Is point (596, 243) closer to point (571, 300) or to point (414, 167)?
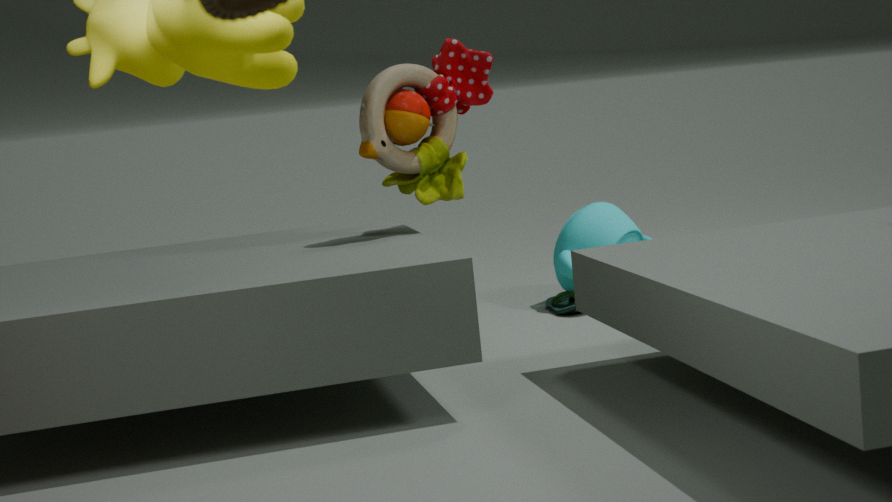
point (571, 300)
